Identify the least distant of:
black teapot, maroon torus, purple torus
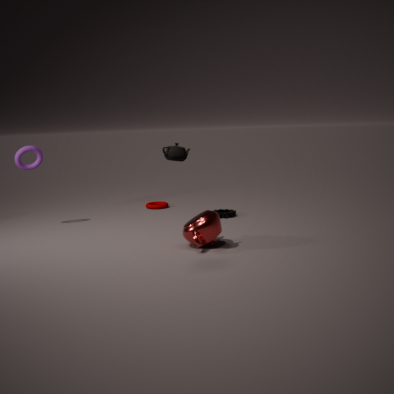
black teapot
